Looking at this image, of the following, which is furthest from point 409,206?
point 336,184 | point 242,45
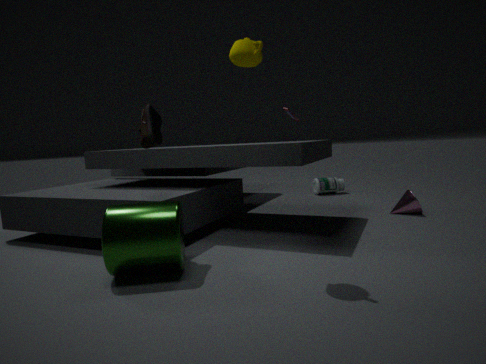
point 242,45
